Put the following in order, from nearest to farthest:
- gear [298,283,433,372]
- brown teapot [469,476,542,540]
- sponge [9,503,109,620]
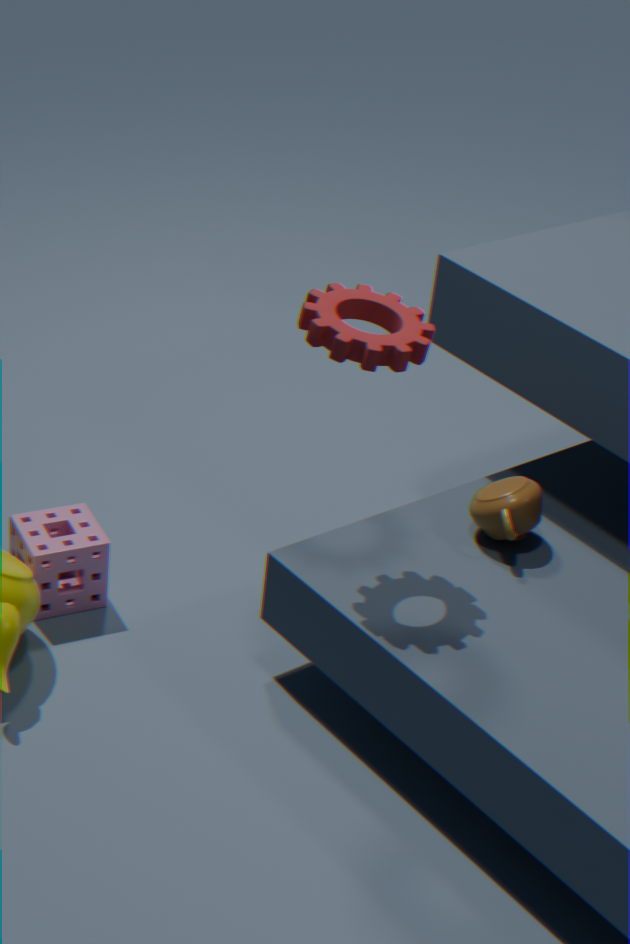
gear [298,283,433,372], brown teapot [469,476,542,540], sponge [9,503,109,620]
